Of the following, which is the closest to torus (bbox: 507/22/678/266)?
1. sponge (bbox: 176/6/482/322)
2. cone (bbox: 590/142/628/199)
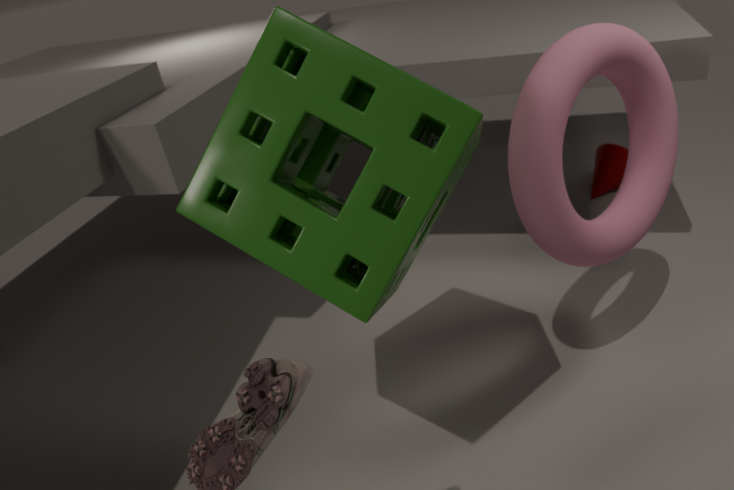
sponge (bbox: 176/6/482/322)
